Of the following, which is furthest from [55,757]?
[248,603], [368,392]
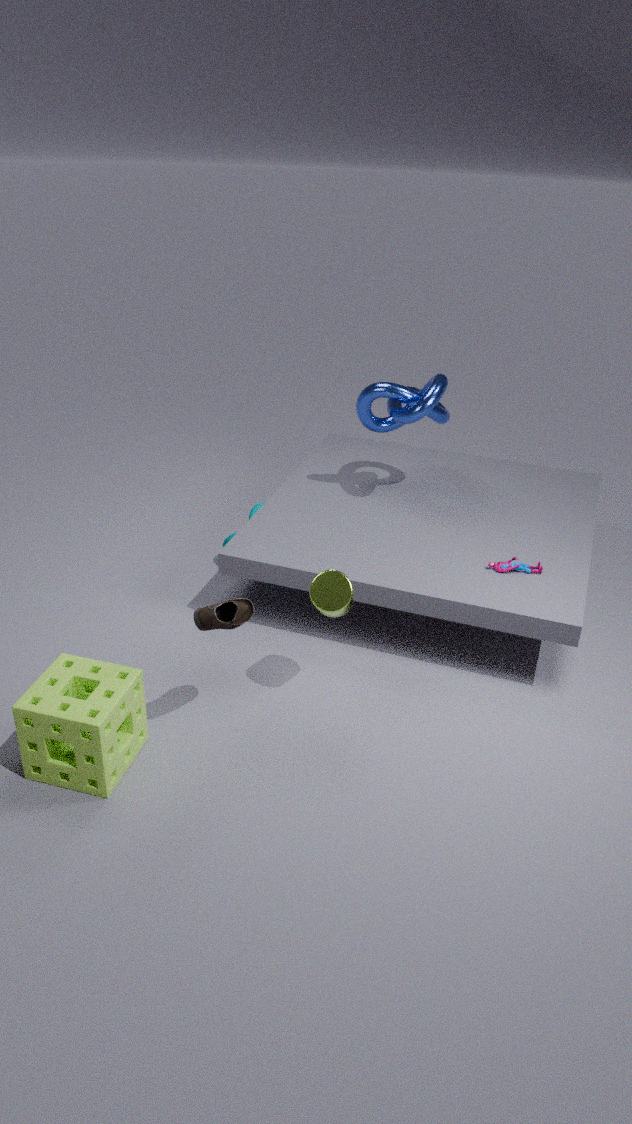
[368,392]
